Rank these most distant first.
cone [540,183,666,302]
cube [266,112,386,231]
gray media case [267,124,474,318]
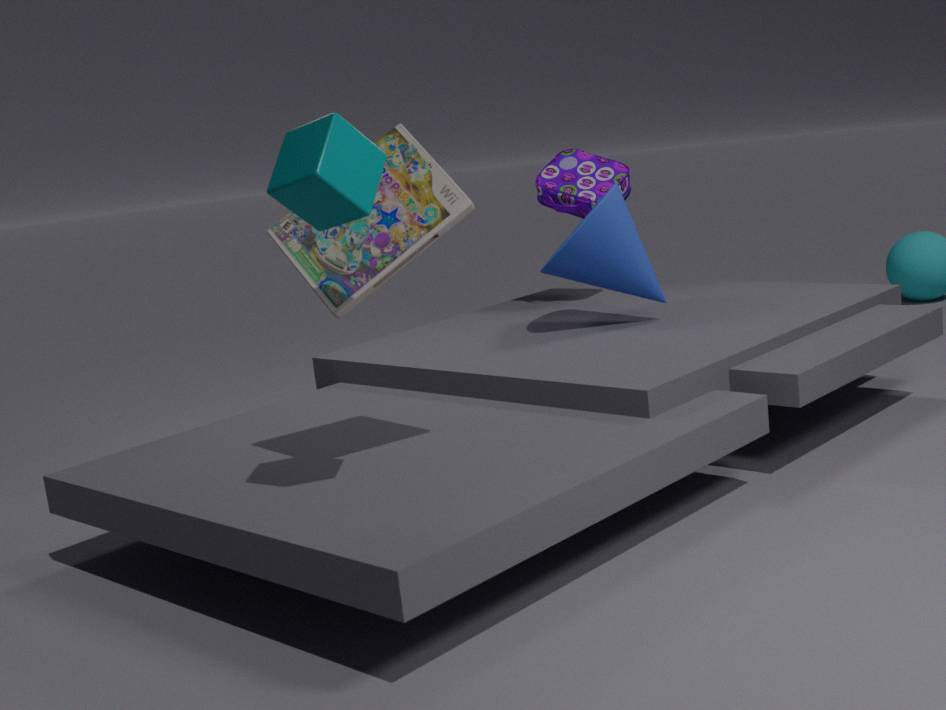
cone [540,183,666,302], gray media case [267,124,474,318], cube [266,112,386,231]
